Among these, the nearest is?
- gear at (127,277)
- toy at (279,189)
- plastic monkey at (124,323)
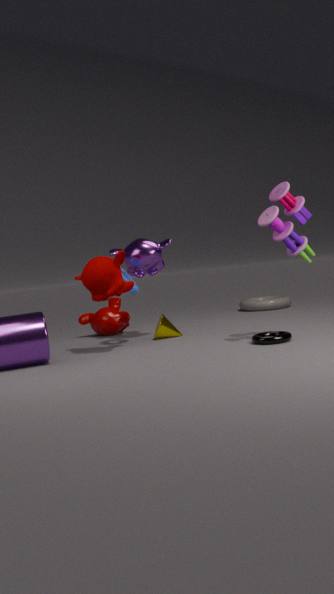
toy at (279,189)
